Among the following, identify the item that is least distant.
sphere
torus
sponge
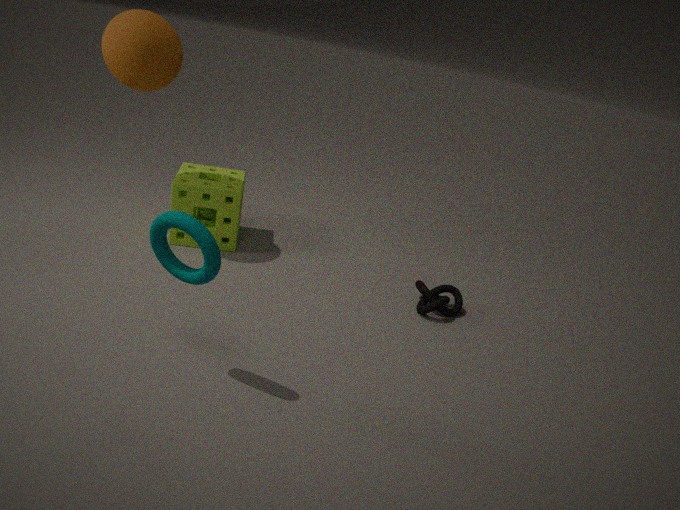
torus
